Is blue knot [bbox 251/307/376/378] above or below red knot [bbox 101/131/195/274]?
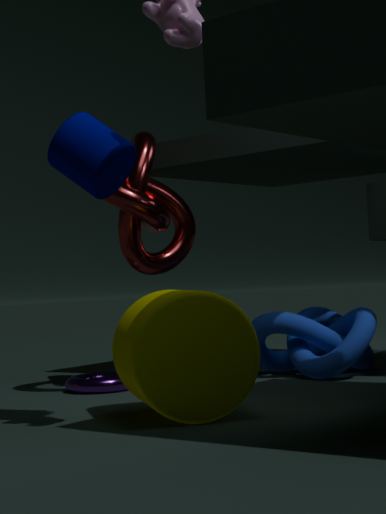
below
